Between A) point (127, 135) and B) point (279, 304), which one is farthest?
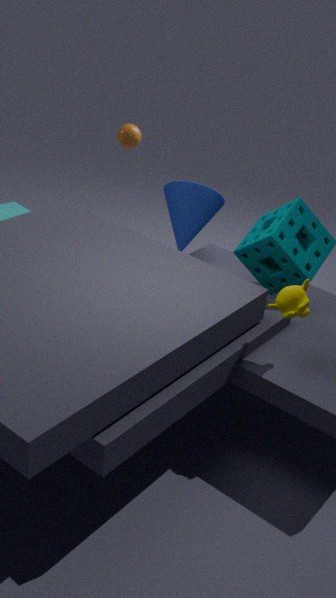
A. point (127, 135)
